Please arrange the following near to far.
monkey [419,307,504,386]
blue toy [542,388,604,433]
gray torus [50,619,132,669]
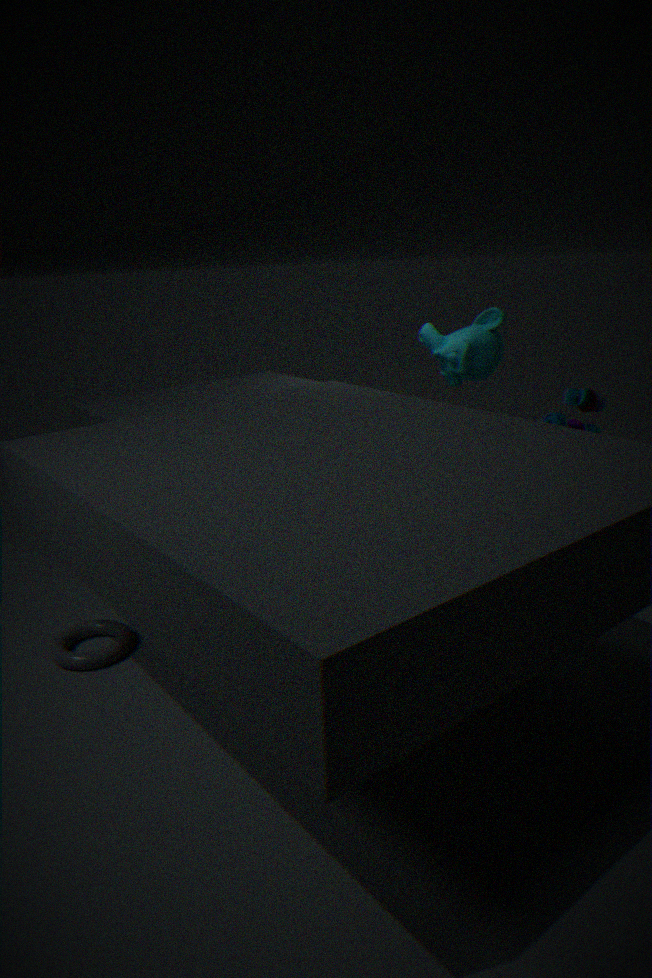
1. gray torus [50,619,132,669]
2. blue toy [542,388,604,433]
3. monkey [419,307,504,386]
